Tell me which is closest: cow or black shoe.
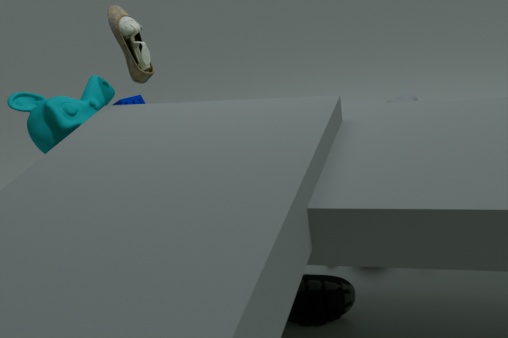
black shoe
